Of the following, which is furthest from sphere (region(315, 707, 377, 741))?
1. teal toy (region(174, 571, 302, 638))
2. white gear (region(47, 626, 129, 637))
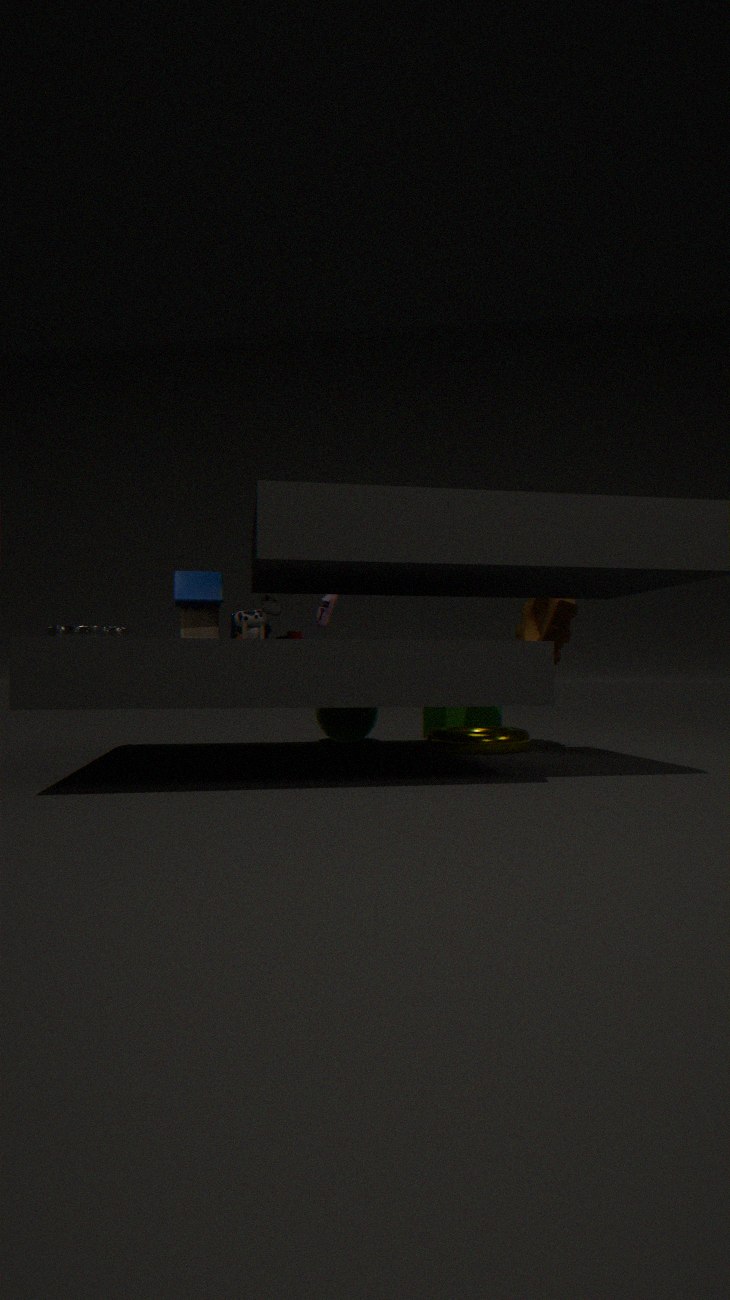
white gear (region(47, 626, 129, 637))
